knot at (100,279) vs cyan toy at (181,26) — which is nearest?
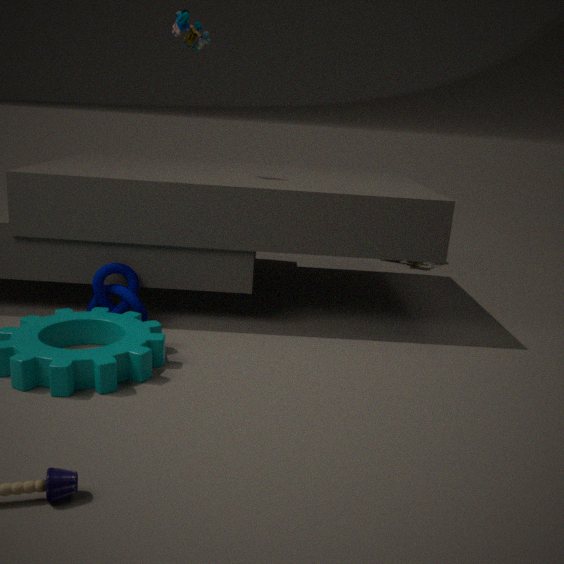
knot at (100,279)
